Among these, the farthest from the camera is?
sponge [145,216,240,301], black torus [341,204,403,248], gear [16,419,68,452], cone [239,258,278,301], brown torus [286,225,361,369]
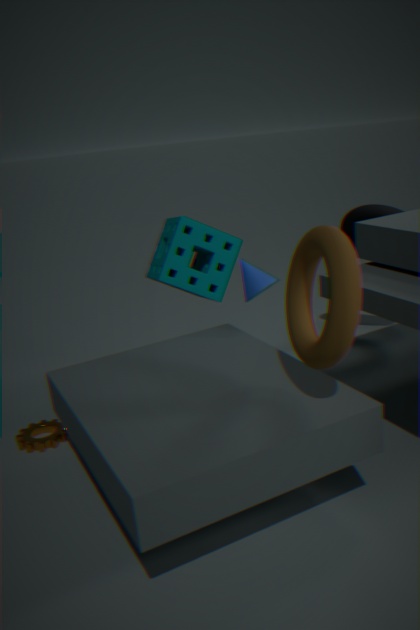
black torus [341,204,403,248]
